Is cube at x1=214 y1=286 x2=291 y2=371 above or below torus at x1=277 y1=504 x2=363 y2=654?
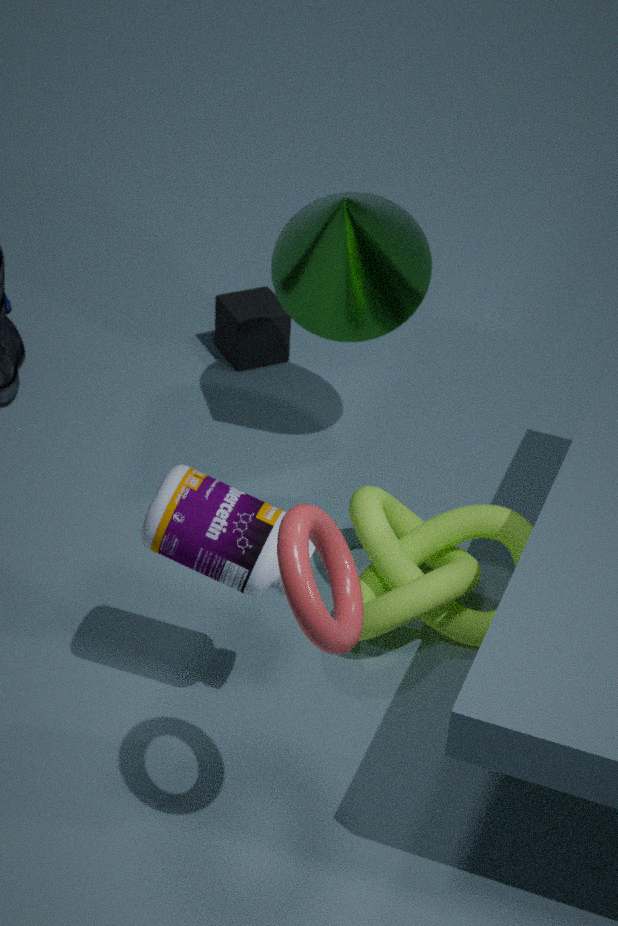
below
